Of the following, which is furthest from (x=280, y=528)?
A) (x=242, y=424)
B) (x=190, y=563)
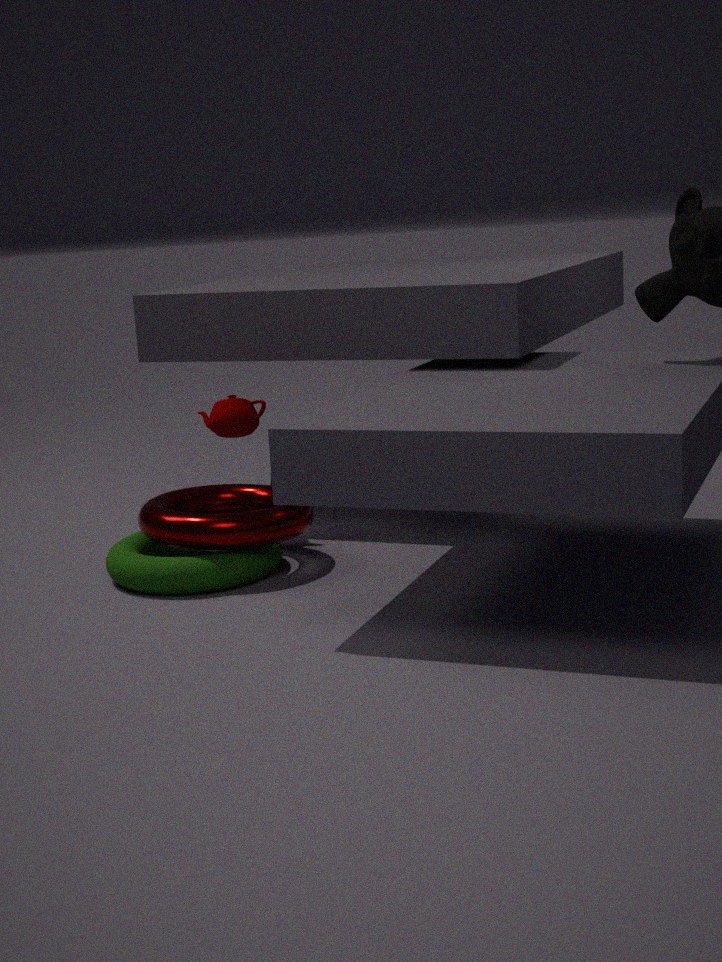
(x=242, y=424)
